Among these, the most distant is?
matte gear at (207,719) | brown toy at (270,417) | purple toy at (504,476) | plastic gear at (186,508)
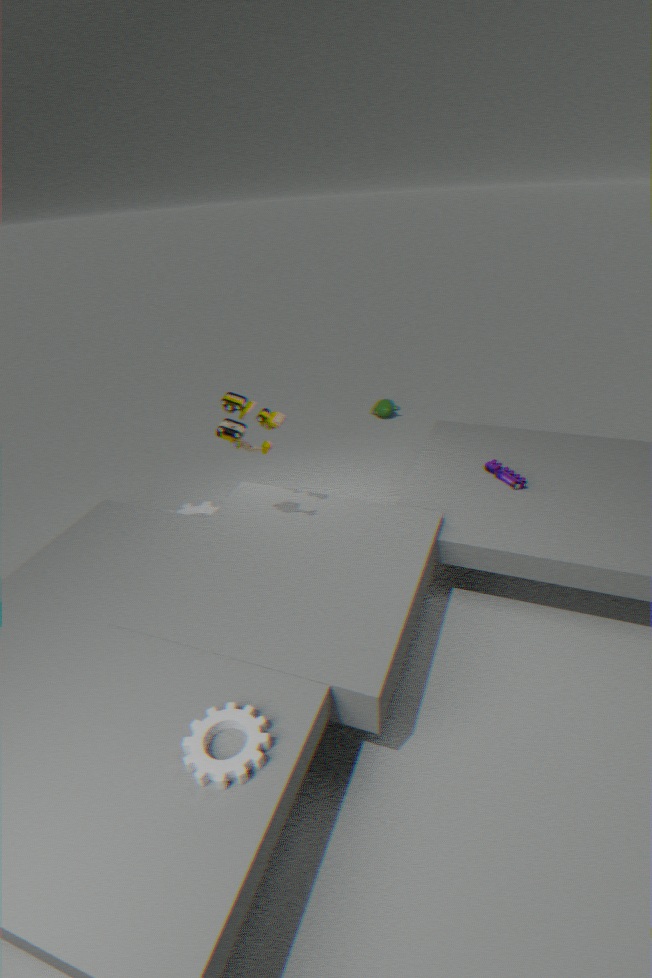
plastic gear at (186,508)
